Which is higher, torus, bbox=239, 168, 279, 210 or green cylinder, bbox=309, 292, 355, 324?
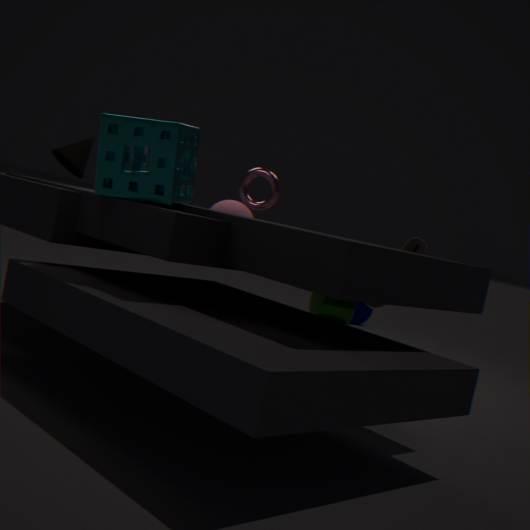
torus, bbox=239, 168, 279, 210
